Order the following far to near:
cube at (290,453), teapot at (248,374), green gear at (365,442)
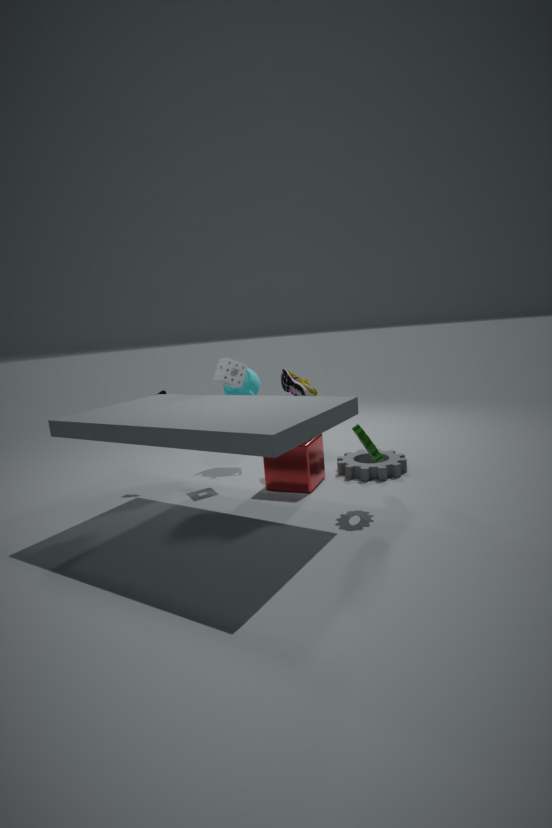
teapot at (248,374), cube at (290,453), green gear at (365,442)
